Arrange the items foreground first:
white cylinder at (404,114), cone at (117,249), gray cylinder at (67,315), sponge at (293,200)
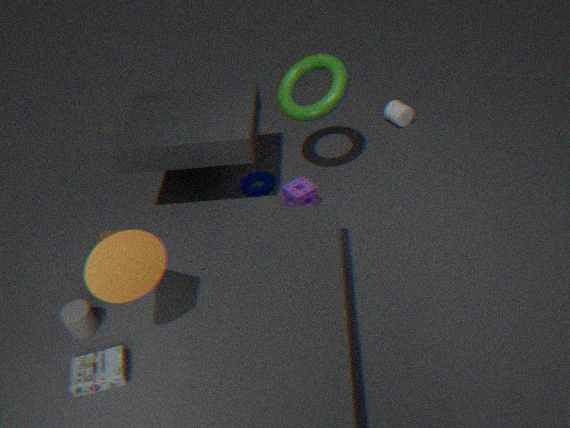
cone at (117,249), gray cylinder at (67,315), sponge at (293,200), white cylinder at (404,114)
